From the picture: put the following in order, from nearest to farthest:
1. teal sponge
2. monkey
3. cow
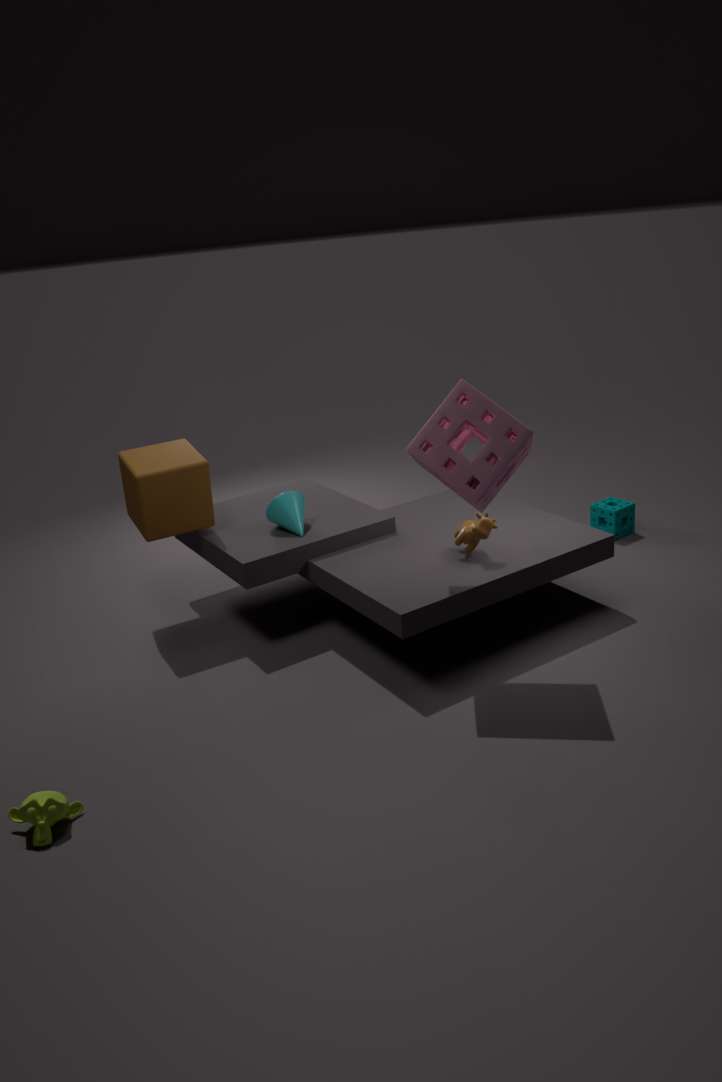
monkey, cow, teal sponge
